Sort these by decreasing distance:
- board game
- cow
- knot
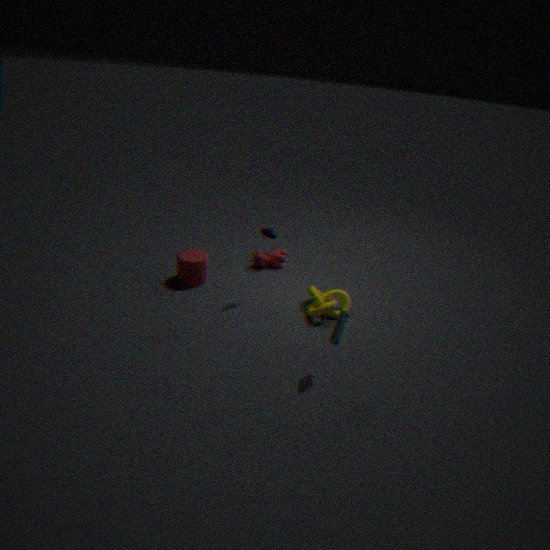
cow
knot
board game
